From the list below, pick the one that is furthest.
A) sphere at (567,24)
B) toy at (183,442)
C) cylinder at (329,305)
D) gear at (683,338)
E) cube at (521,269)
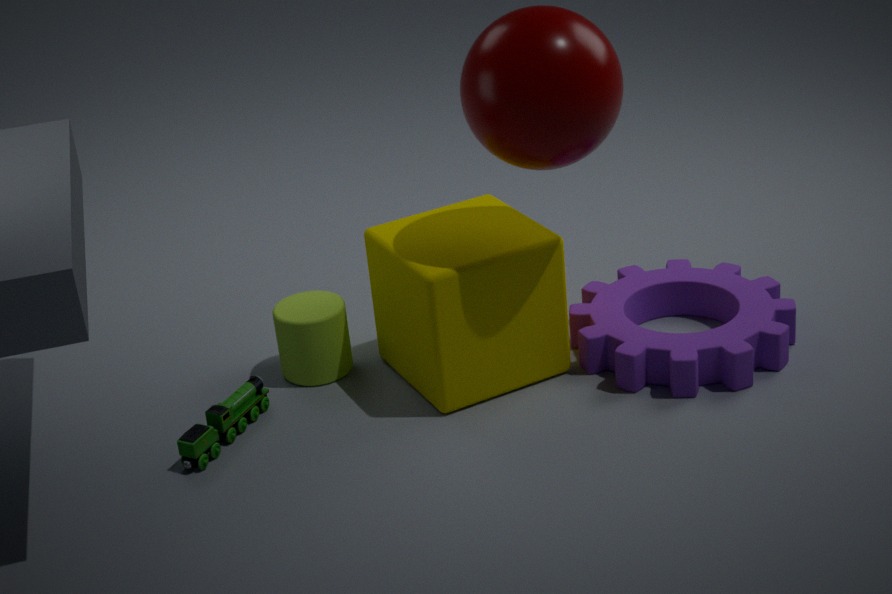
cylinder at (329,305)
